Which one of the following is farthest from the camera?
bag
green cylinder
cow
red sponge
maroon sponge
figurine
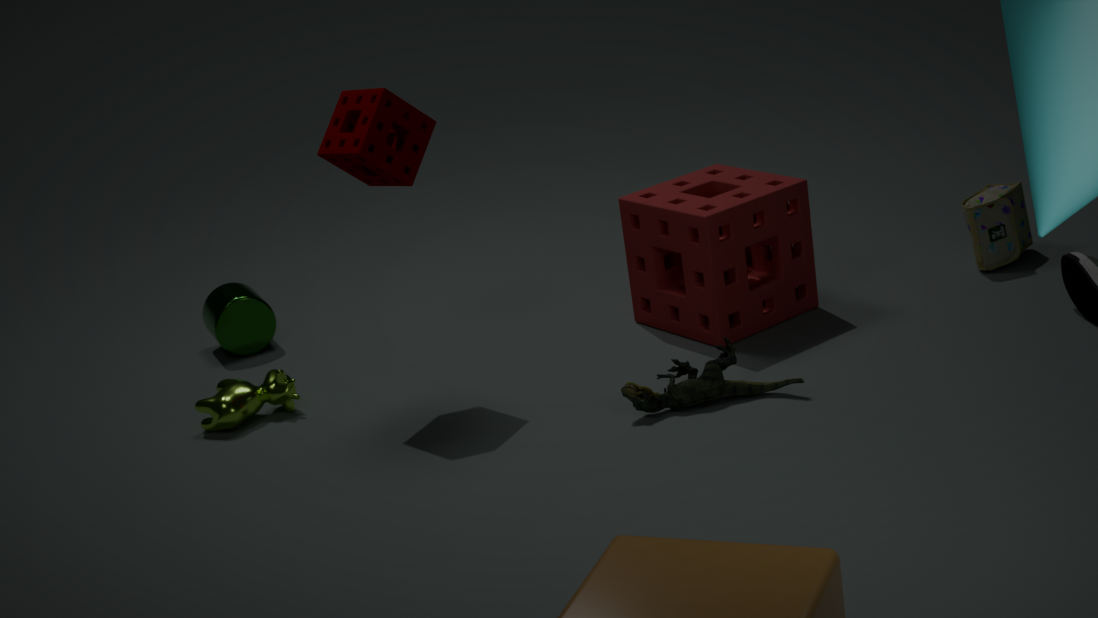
green cylinder
